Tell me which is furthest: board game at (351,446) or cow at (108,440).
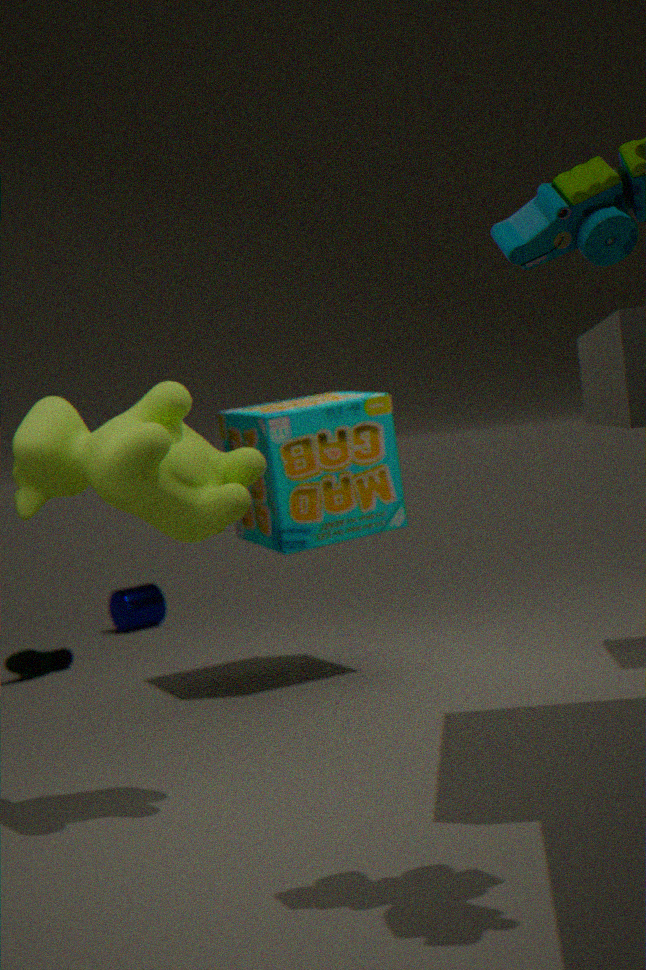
board game at (351,446)
